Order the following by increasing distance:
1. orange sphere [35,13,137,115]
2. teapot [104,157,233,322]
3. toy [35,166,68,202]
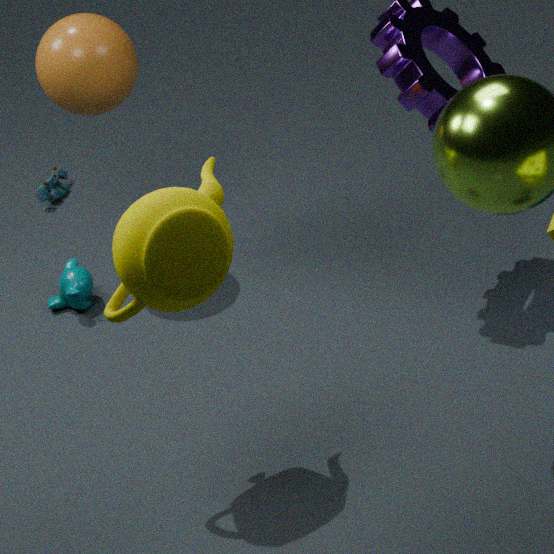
teapot [104,157,233,322] → orange sphere [35,13,137,115] → toy [35,166,68,202]
